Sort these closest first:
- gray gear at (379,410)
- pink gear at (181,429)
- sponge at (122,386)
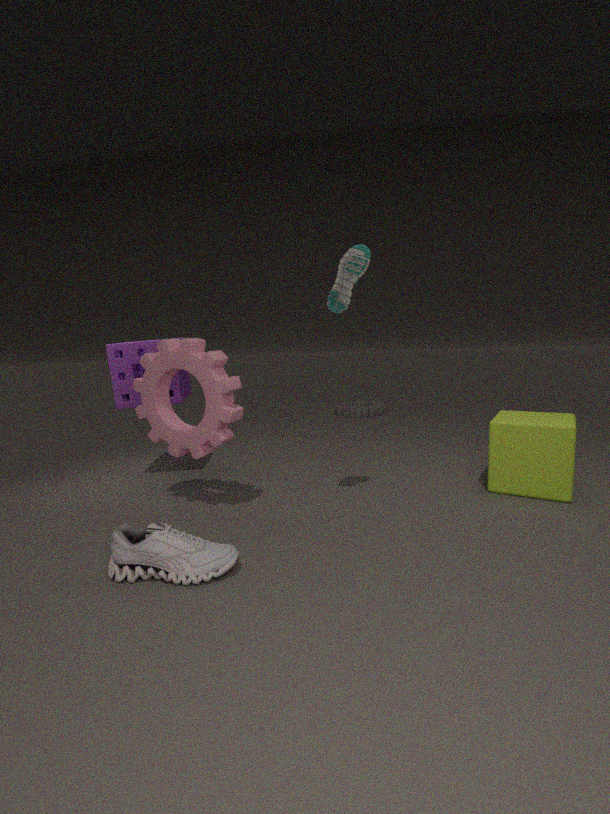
pink gear at (181,429) < sponge at (122,386) < gray gear at (379,410)
